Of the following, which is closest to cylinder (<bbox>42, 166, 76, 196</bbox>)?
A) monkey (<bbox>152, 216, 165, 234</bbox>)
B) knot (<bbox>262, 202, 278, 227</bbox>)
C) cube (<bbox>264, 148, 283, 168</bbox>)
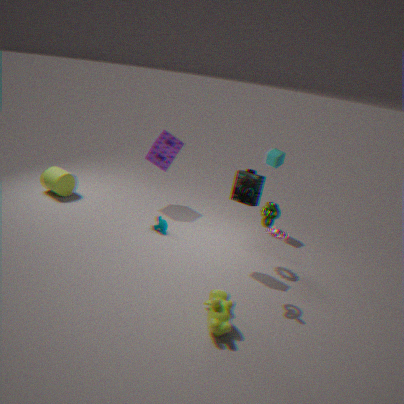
monkey (<bbox>152, 216, 165, 234</bbox>)
